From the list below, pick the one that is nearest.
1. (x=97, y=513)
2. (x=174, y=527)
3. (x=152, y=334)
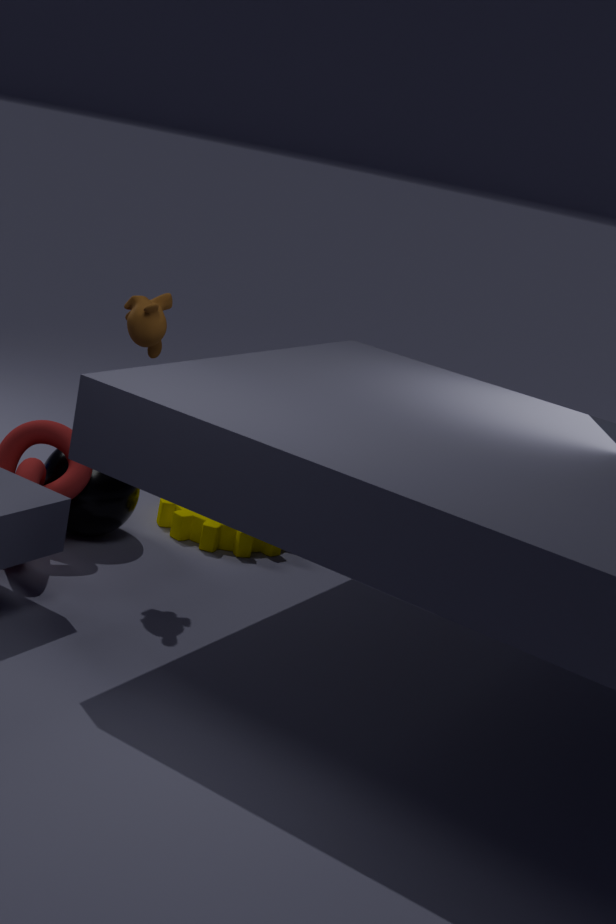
(x=152, y=334)
